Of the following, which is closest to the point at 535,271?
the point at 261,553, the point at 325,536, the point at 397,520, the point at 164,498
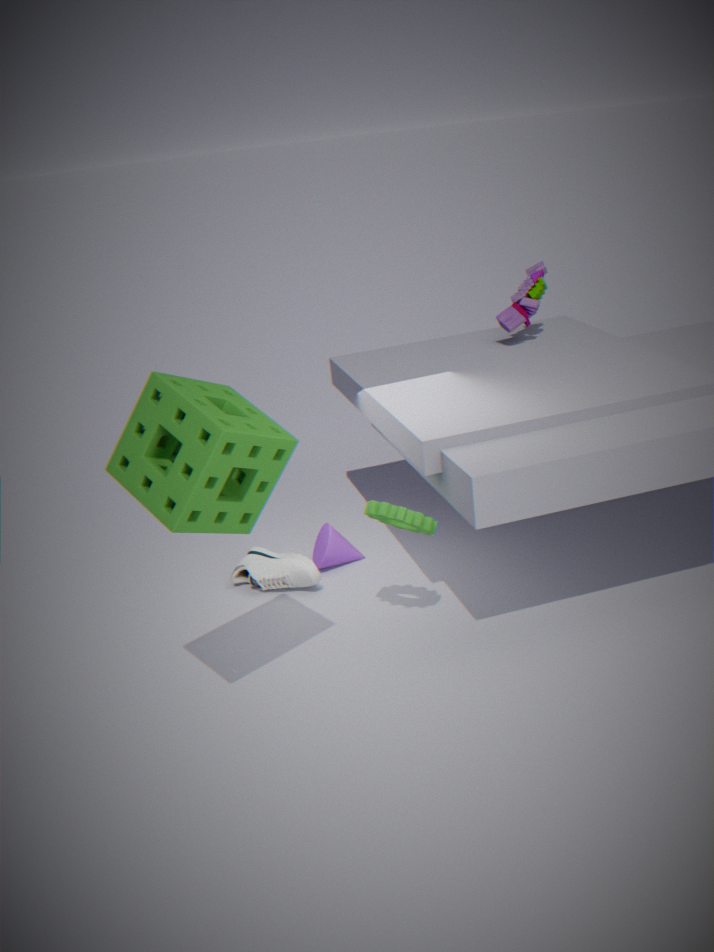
the point at 325,536
